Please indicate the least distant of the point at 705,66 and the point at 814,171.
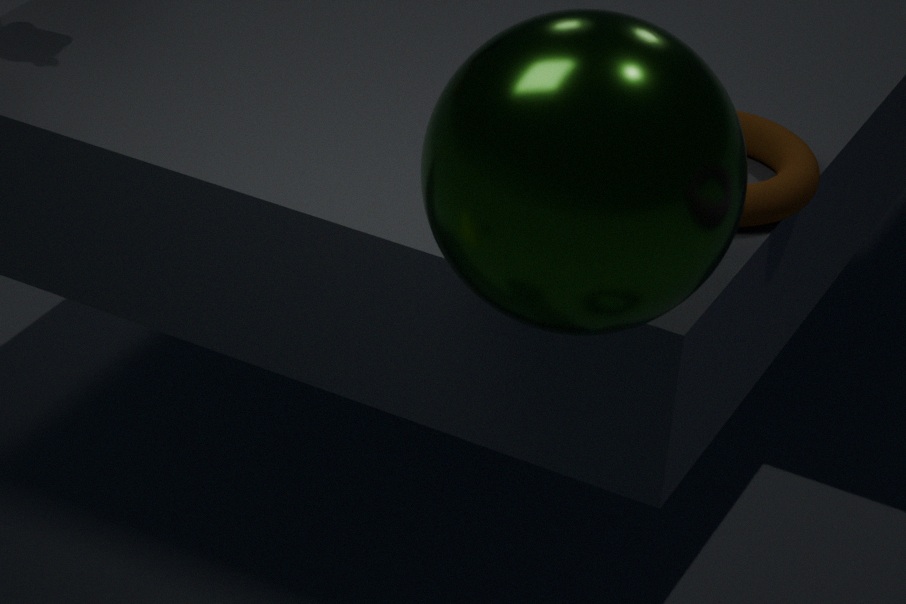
the point at 705,66
